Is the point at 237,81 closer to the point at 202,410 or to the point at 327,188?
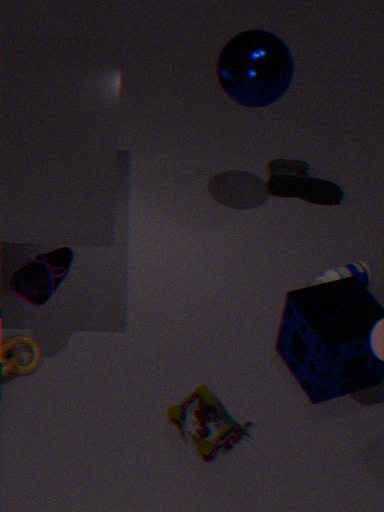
the point at 327,188
